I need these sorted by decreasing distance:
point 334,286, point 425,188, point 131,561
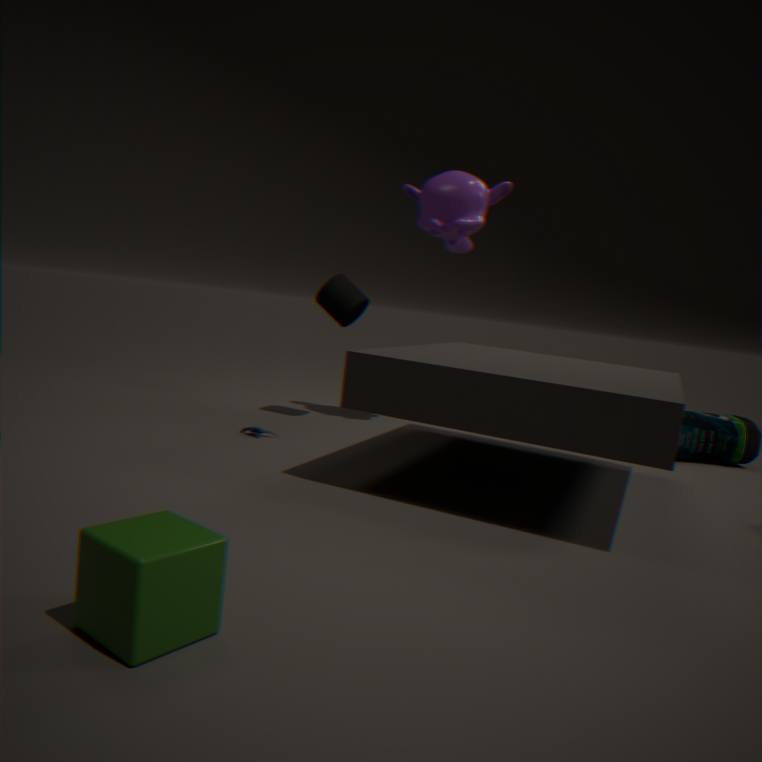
point 334,286, point 425,188, point 131,561
